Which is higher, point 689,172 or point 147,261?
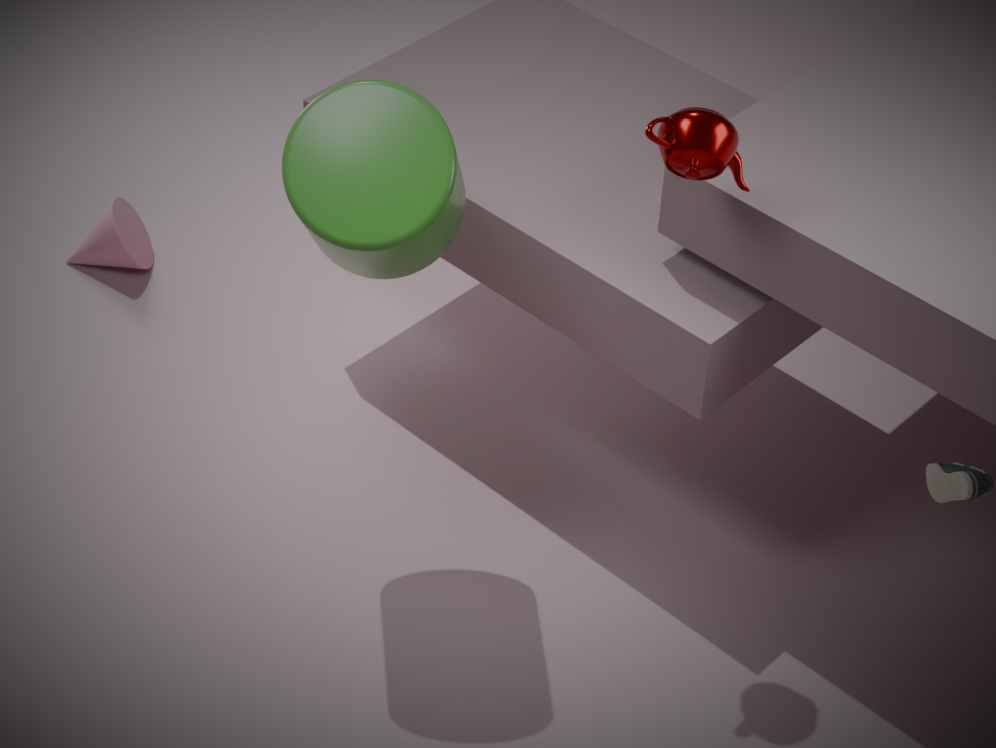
point 689,172
